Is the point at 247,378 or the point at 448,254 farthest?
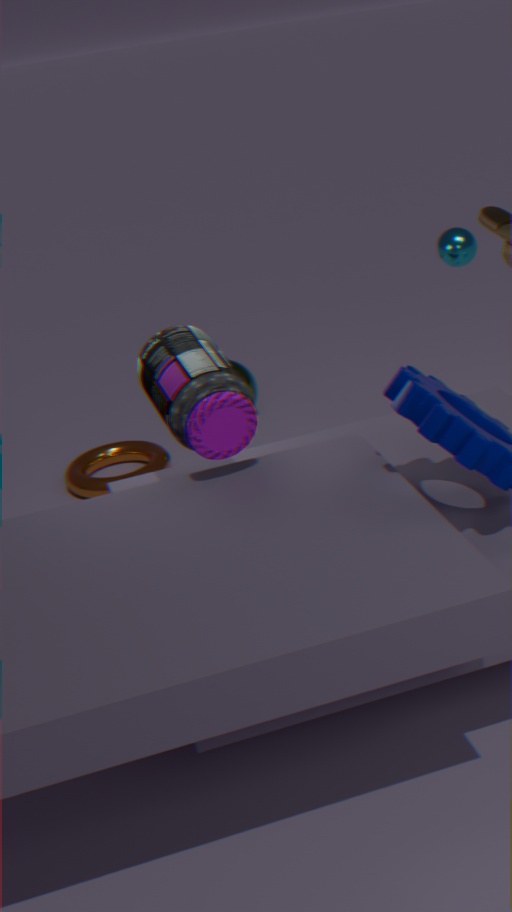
the point at 247,378
